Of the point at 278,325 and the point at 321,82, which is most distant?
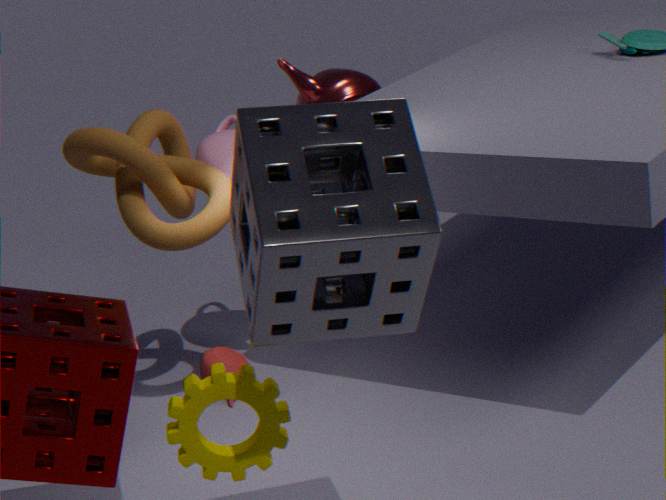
the point at 321,82
